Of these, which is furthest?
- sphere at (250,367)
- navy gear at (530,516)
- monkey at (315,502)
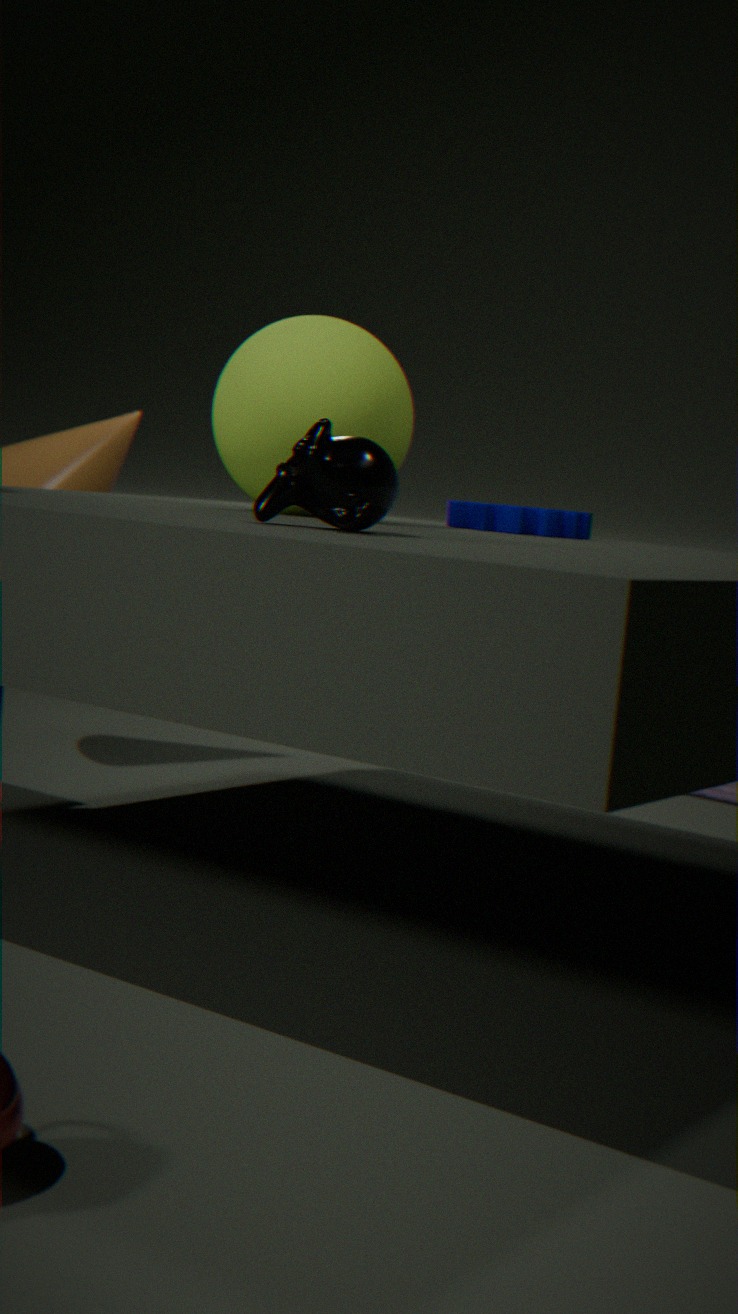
navy gear at (530,516)
